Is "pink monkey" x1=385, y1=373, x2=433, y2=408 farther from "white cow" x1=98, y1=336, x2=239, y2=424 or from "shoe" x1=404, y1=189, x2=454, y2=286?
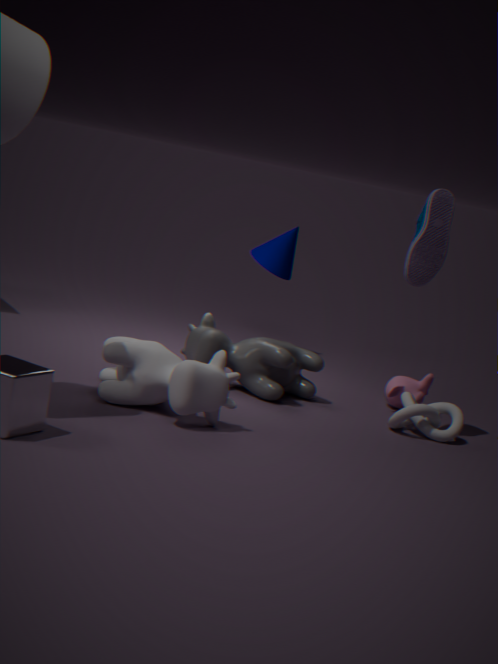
"white cow" x1=98, y1=336, x2=239, y2=424
